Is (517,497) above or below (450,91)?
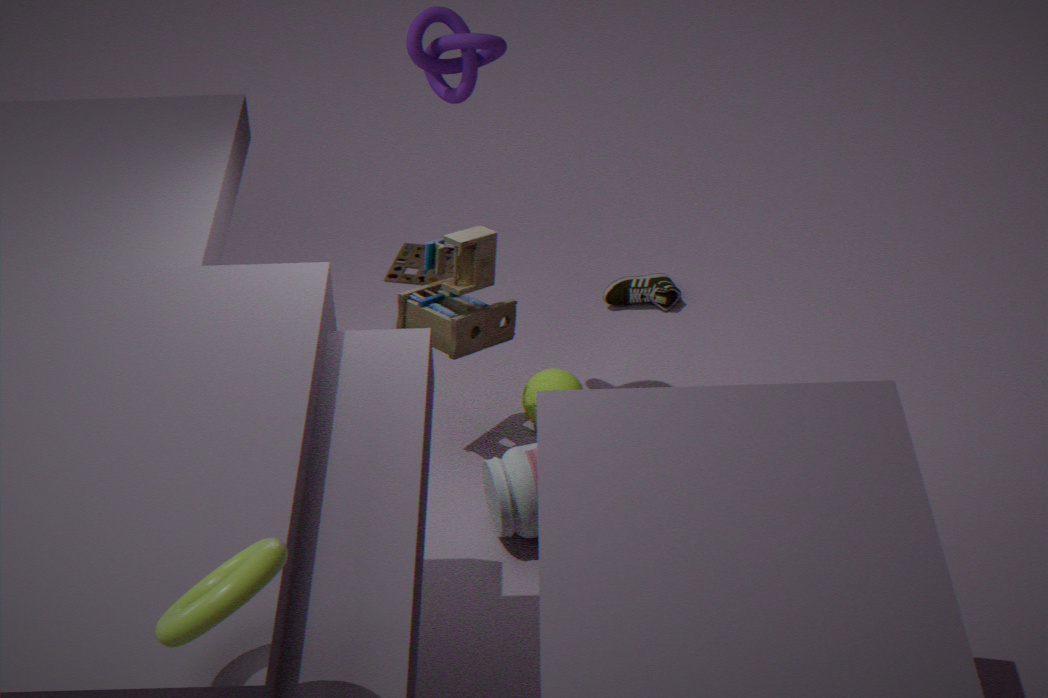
below
